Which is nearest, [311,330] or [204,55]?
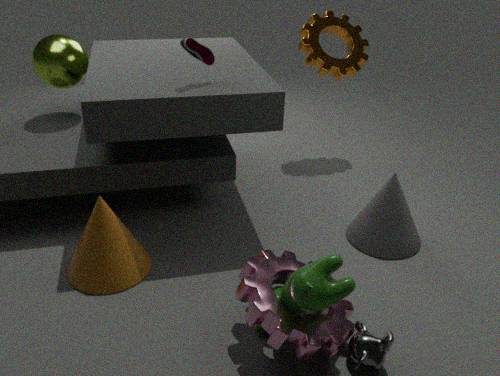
[311,330]
